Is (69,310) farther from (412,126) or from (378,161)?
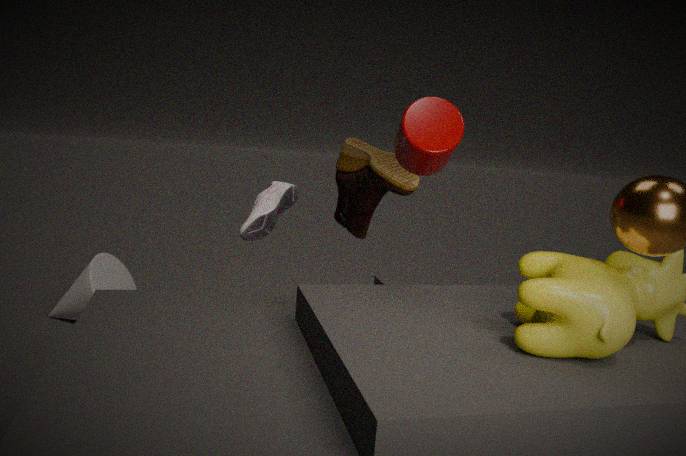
(412,126)
